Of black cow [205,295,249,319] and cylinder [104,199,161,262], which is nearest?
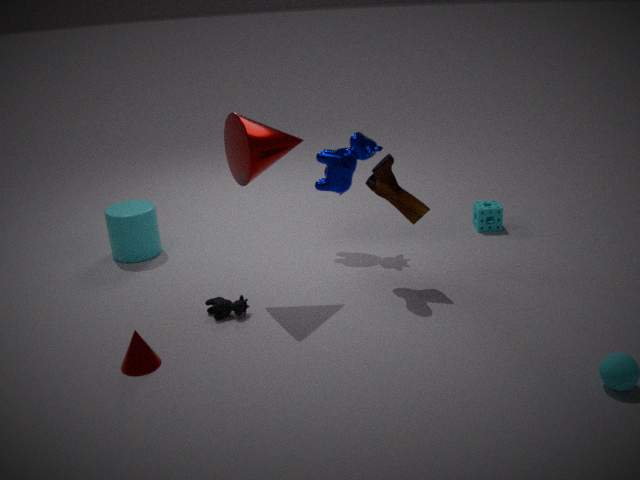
black cow [205,295,249,319]
